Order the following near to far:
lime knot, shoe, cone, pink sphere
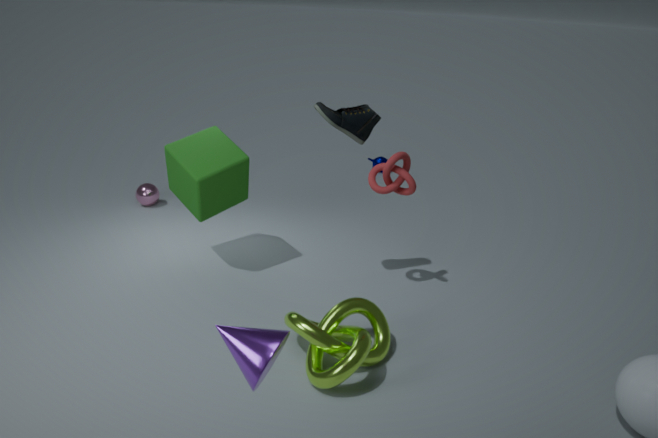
cone → lime knot → shoe → pink sphere
